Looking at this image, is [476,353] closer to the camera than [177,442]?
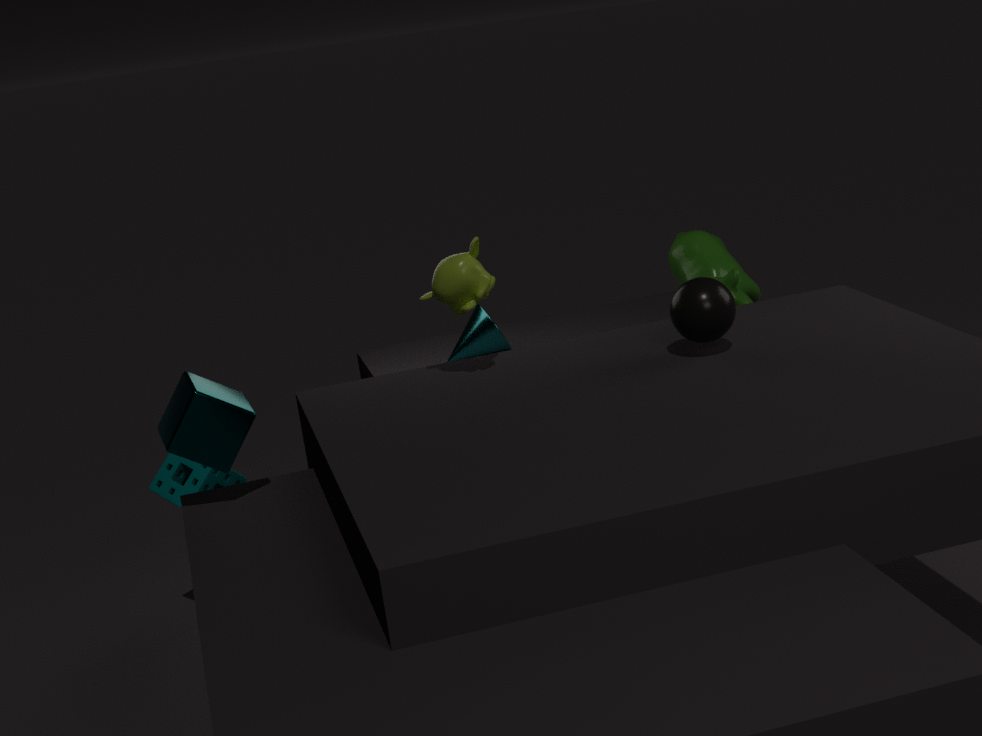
No
